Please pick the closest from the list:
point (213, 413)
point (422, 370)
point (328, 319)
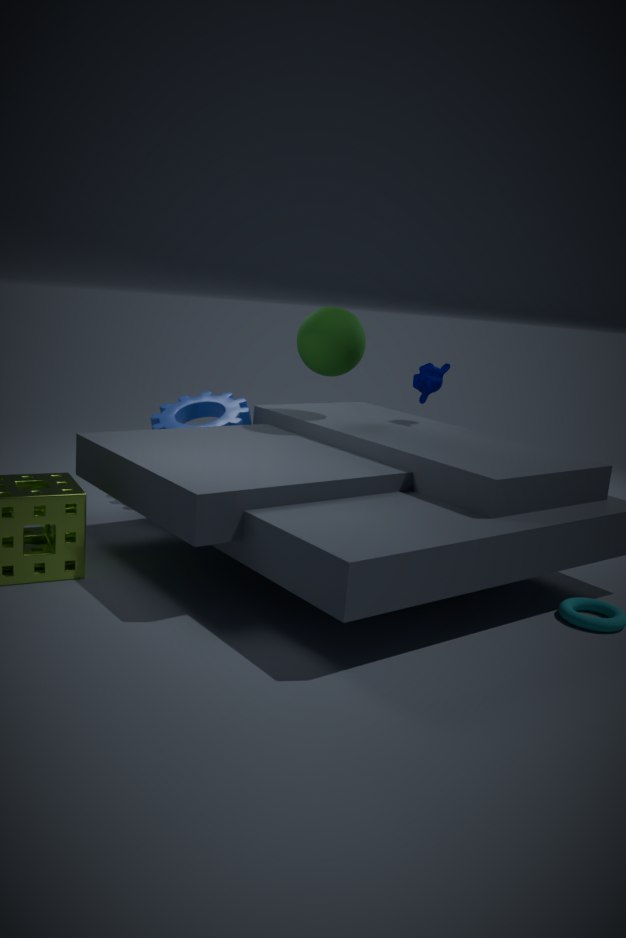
point (328, 319)
